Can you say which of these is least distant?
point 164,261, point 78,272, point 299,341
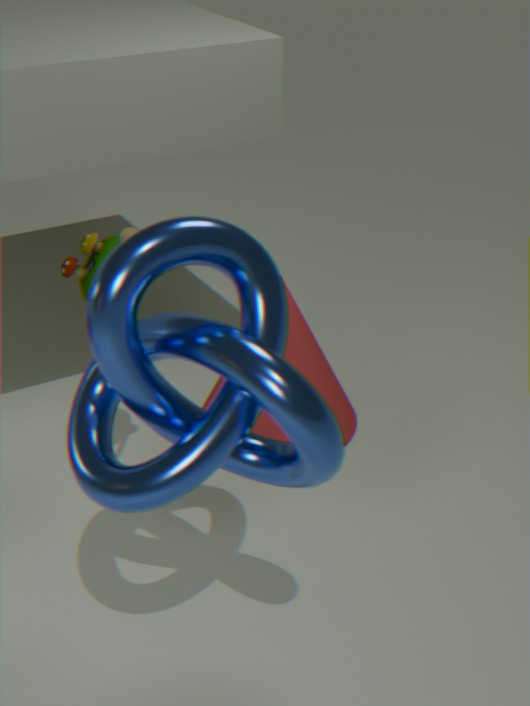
point 164,261
